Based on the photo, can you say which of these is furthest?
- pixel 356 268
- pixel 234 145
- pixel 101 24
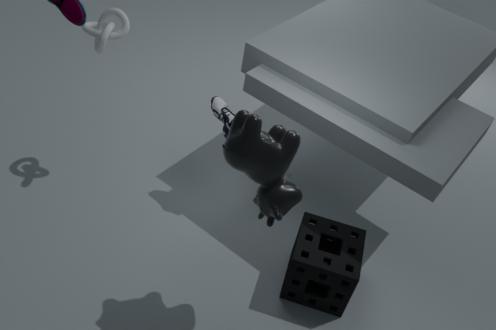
pixel 101 24
